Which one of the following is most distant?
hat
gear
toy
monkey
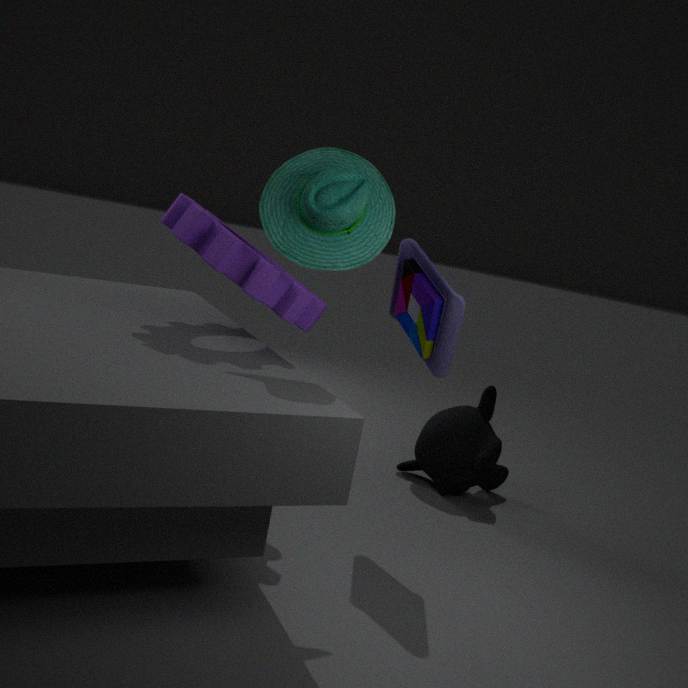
monkey
